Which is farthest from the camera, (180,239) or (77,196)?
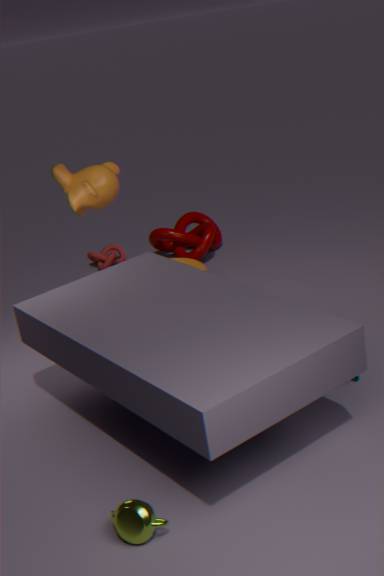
(180,239)
